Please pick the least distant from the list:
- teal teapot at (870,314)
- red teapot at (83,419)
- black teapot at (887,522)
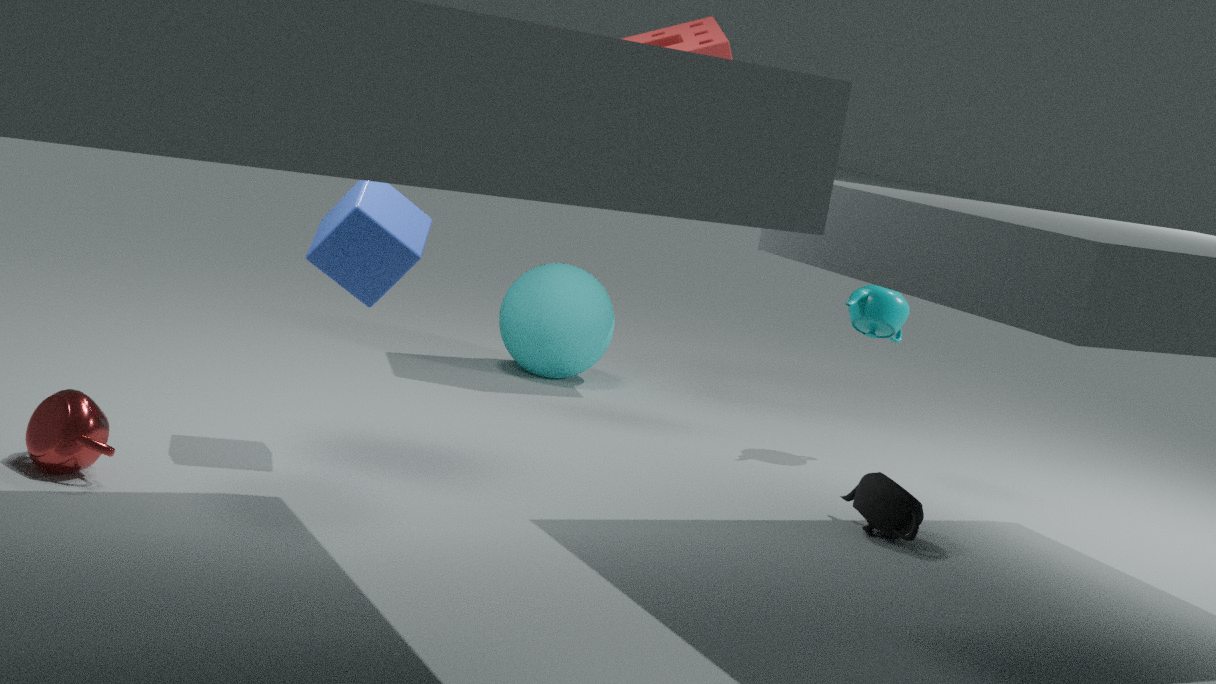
red teapot at (83,419)
